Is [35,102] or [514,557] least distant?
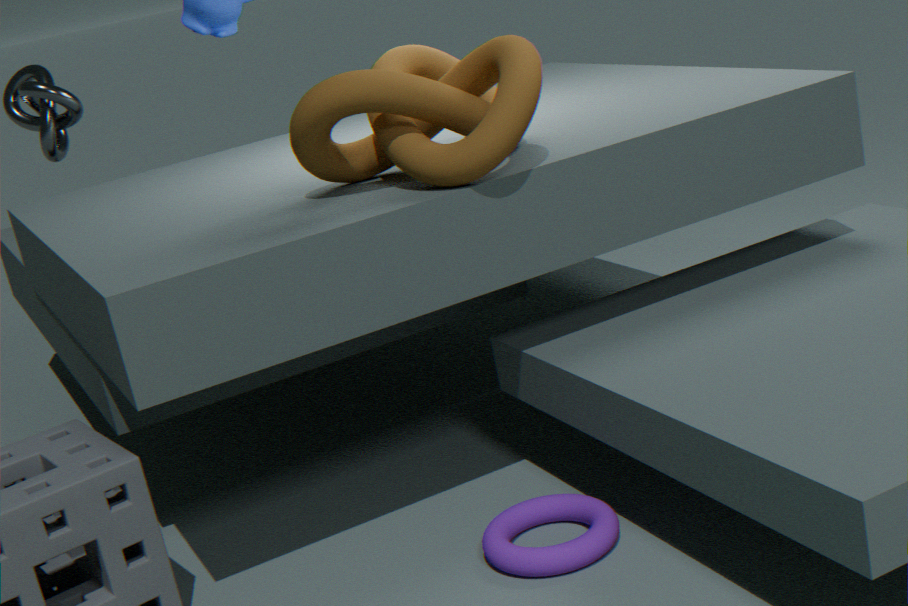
[514,557]
